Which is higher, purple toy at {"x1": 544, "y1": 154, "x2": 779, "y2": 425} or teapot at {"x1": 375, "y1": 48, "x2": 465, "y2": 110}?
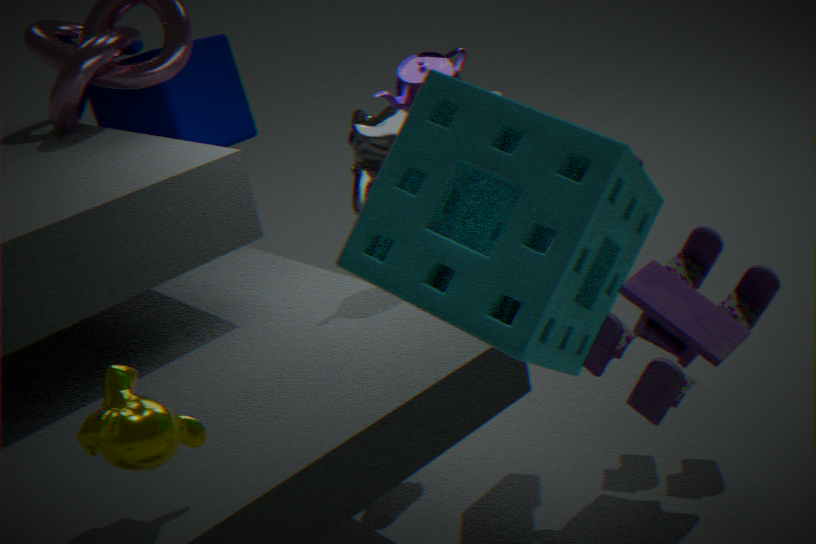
teapot at {"x1": 375, "y1": 48, "x2": 465, "y2": 110}
